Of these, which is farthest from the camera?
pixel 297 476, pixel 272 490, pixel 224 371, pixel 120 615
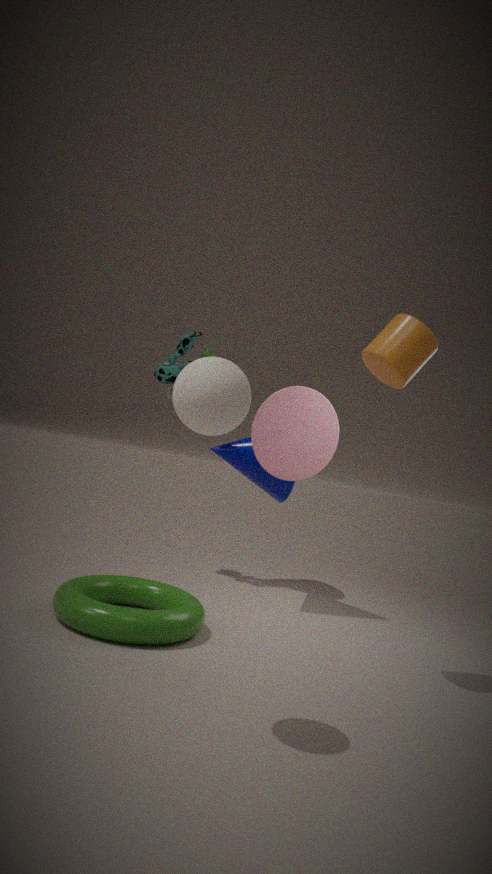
pixel 272 490
